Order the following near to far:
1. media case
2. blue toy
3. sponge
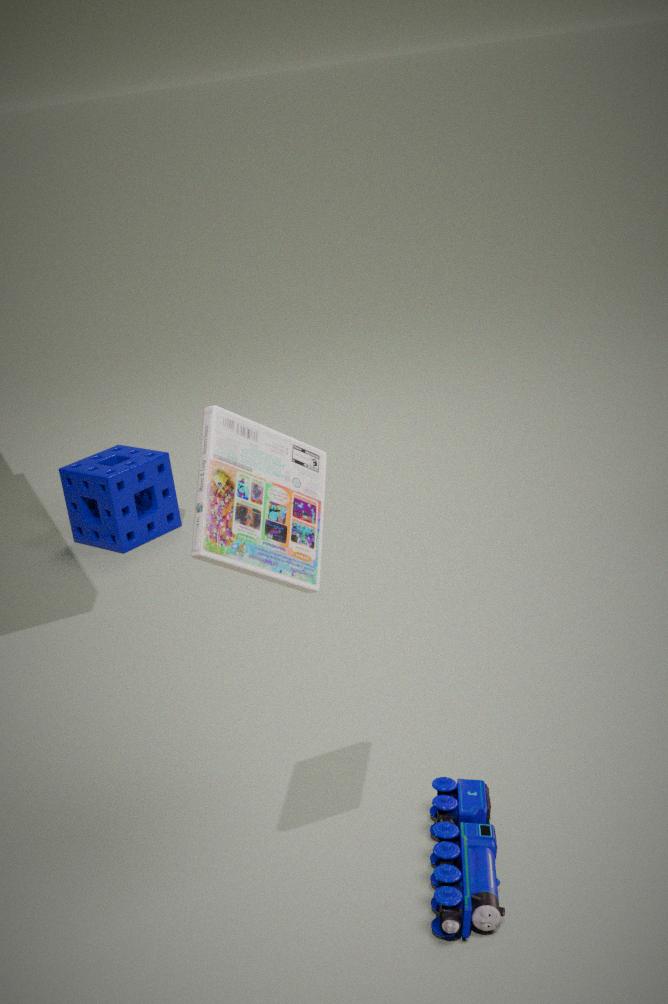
media case
blue toy
sponge
